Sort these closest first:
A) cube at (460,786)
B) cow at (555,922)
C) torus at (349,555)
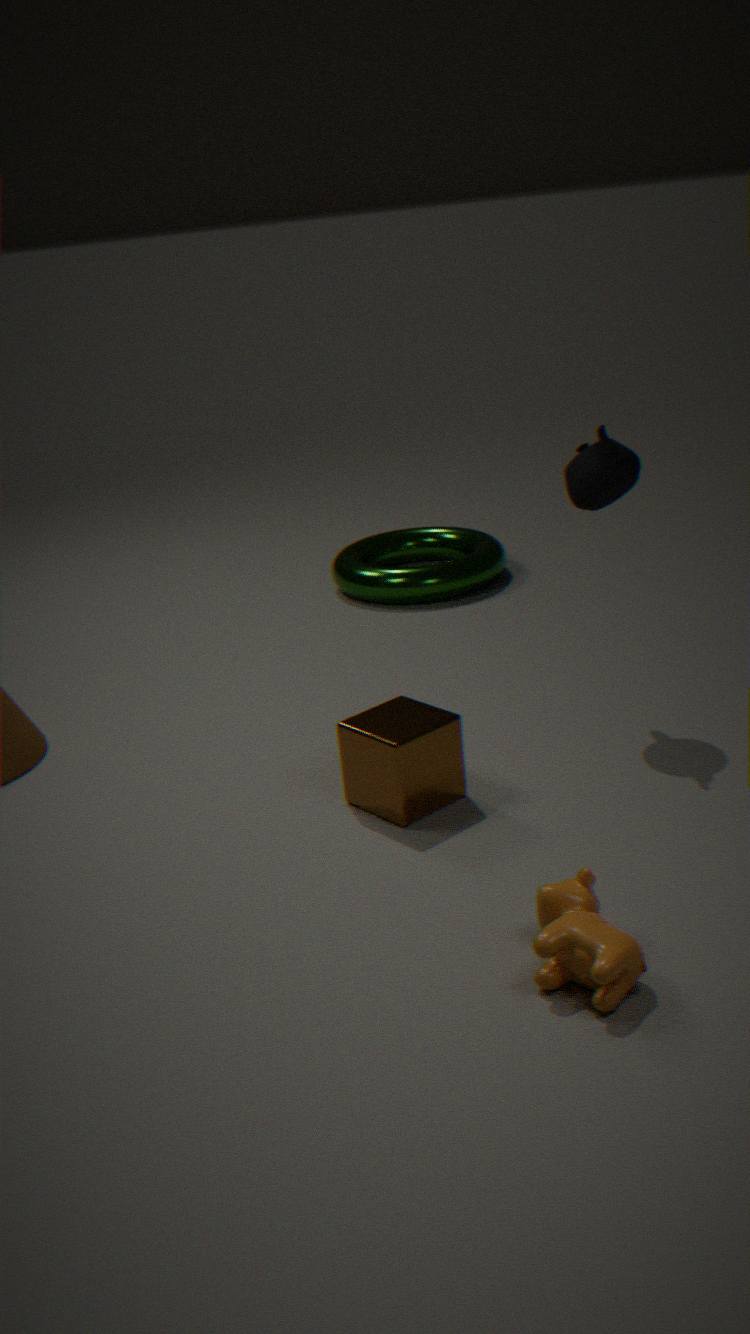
cow at (555,922) < cube at (460,786) < torus at (349,555)
